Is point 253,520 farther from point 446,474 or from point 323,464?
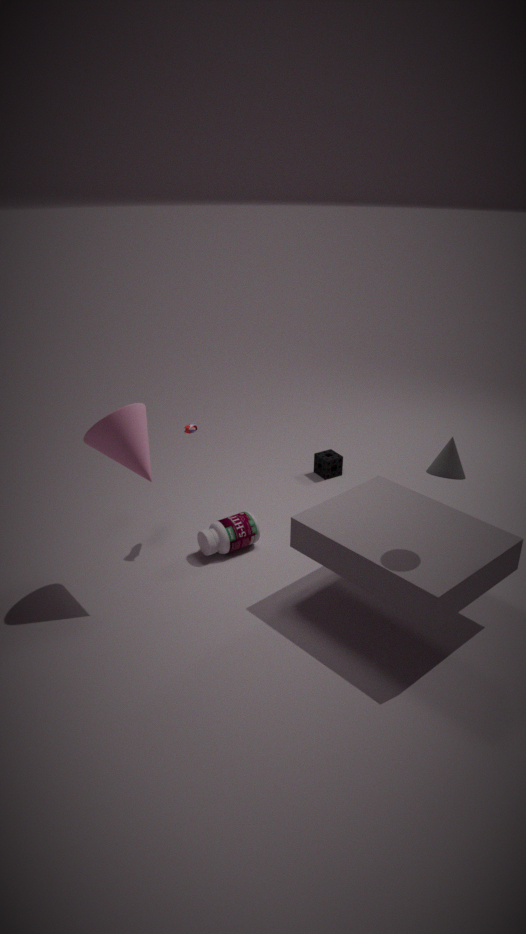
point 446,474
